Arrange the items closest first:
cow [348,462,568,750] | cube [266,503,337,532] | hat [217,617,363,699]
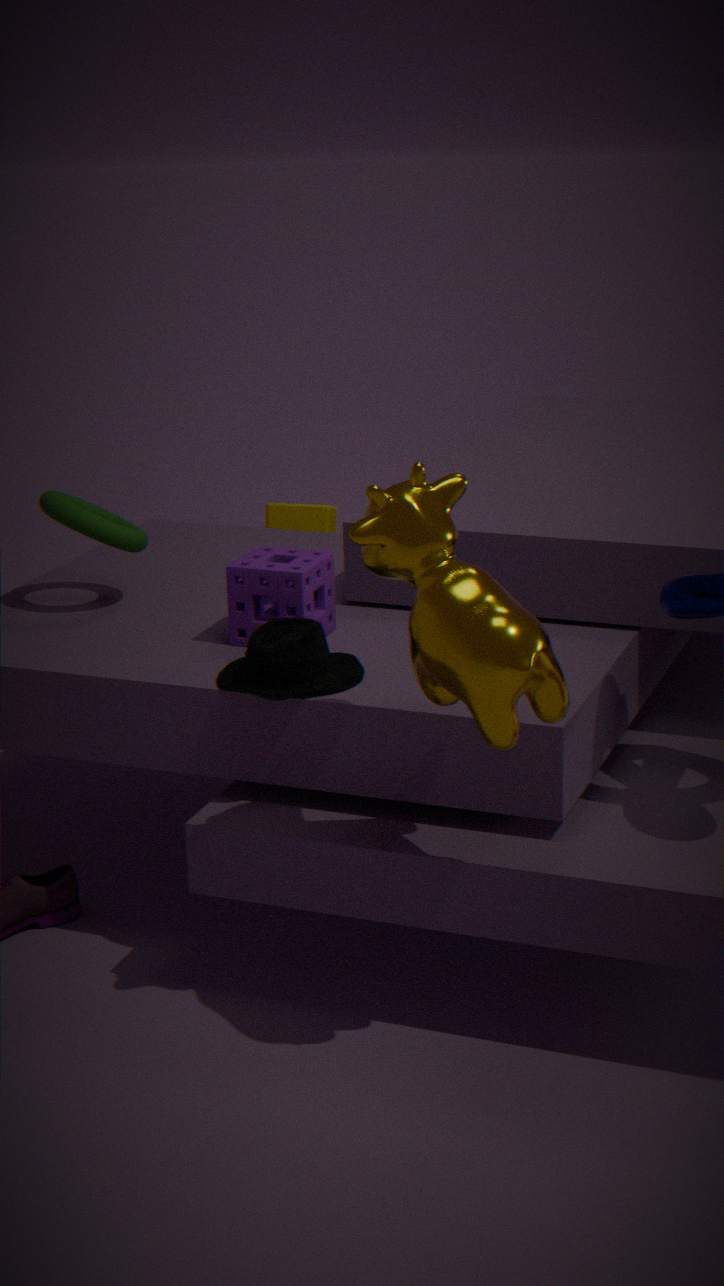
cow [348,462,568,750] < hat [217,617,363,699] < cube [266,503,337,532]
